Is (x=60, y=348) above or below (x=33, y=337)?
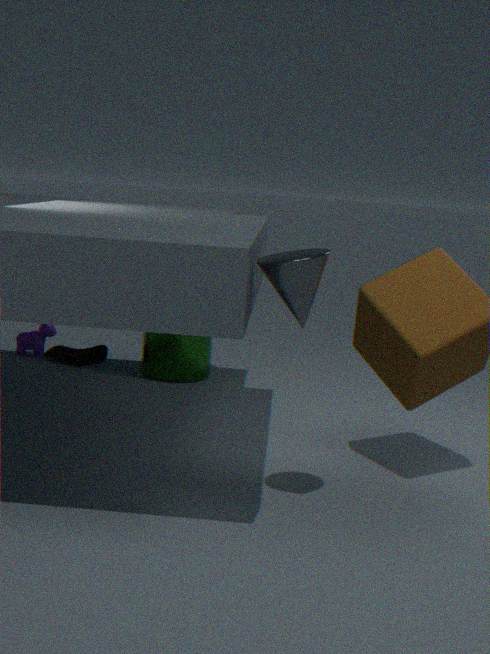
below
